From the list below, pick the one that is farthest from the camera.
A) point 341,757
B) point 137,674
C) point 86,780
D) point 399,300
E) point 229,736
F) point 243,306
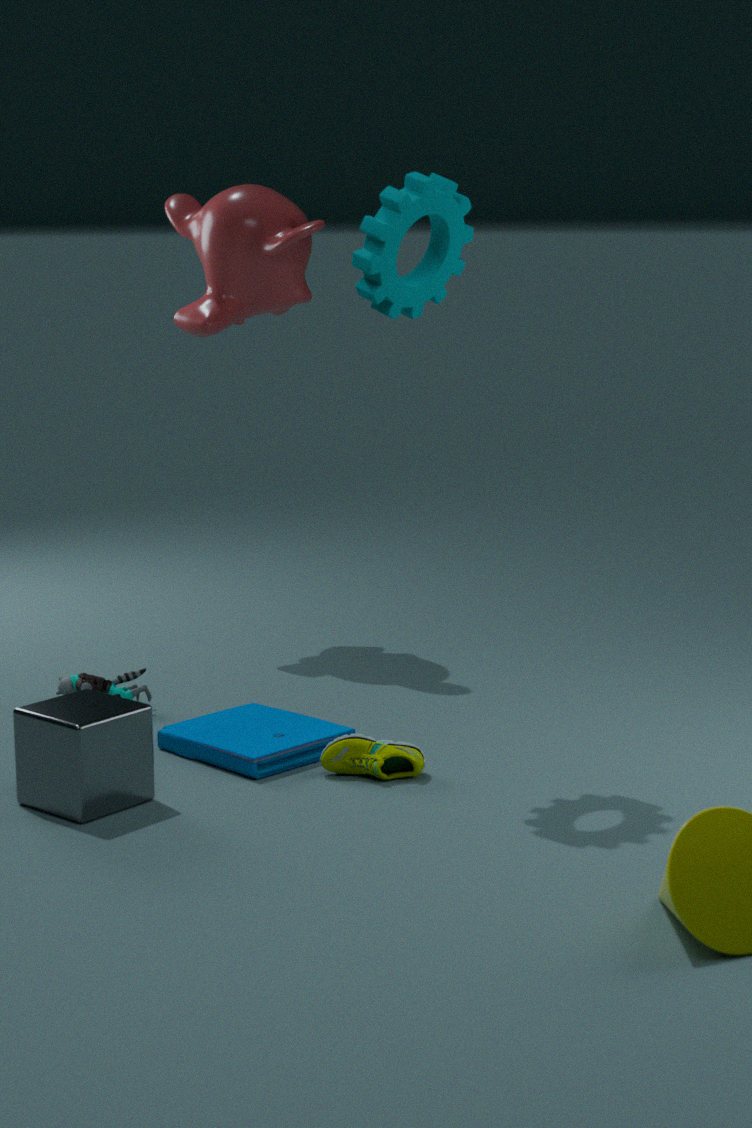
point 243,306
